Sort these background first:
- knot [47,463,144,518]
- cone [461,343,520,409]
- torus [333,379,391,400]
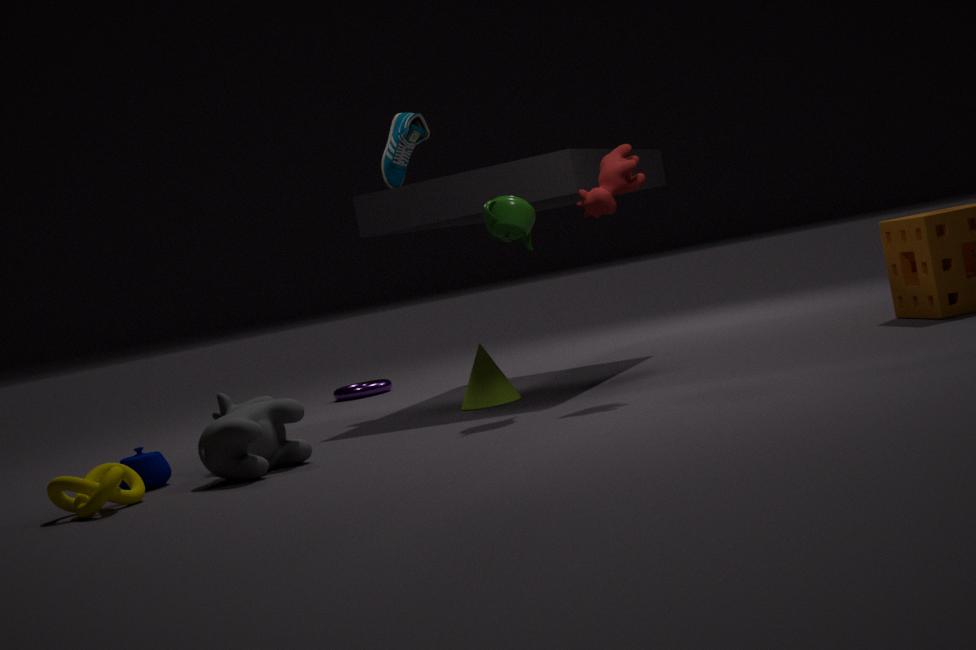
torus [333,379,391,400] → cone [461,343,520,409] → knot [47,463,144,518]
